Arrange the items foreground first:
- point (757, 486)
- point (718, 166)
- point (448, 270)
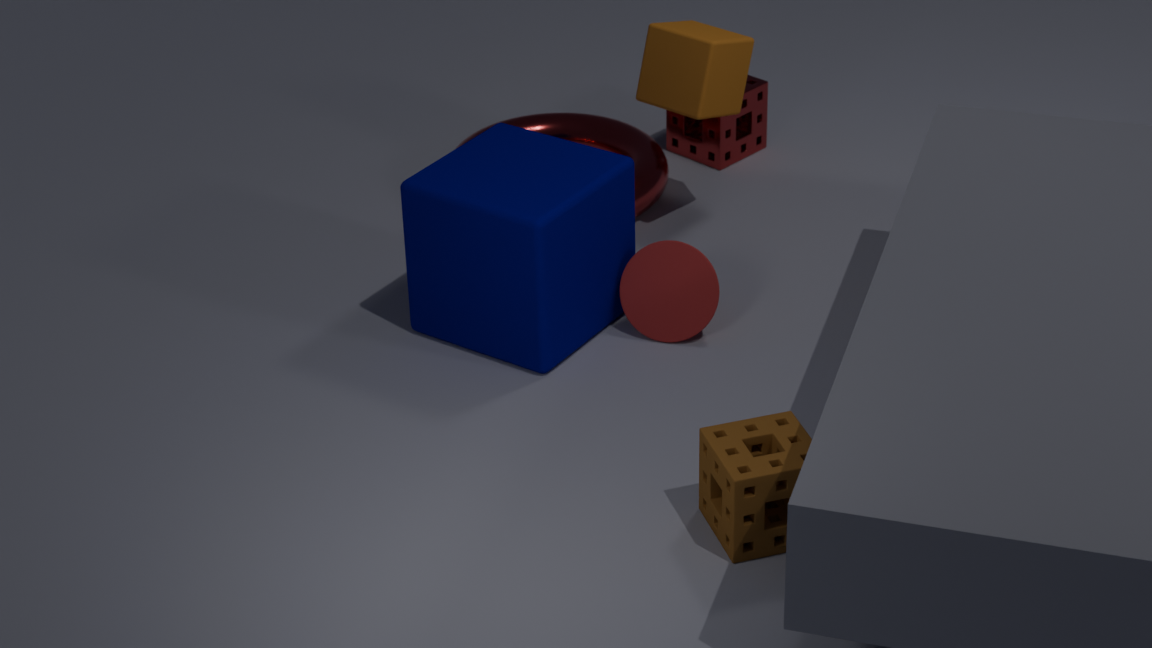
point (757, 486) < point (448, 270) < point (718, 166)
